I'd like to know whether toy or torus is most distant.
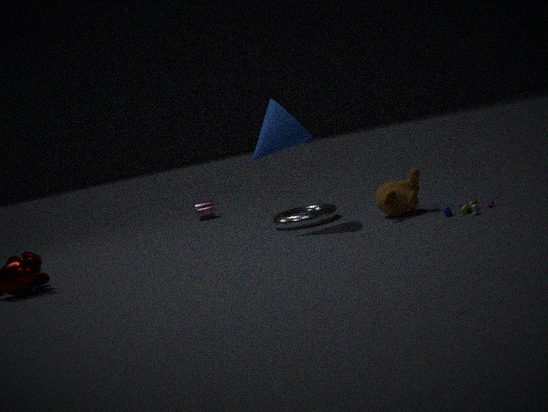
torus
